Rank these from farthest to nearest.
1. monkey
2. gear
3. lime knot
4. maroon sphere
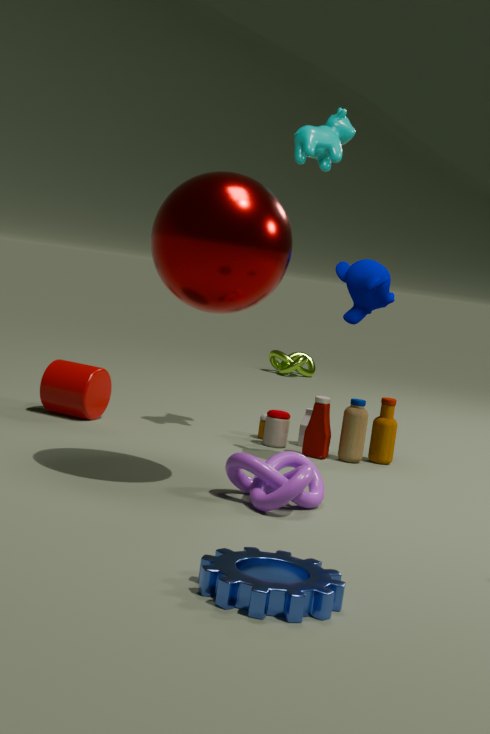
lime knot
monkey
maroon sphere
gear
